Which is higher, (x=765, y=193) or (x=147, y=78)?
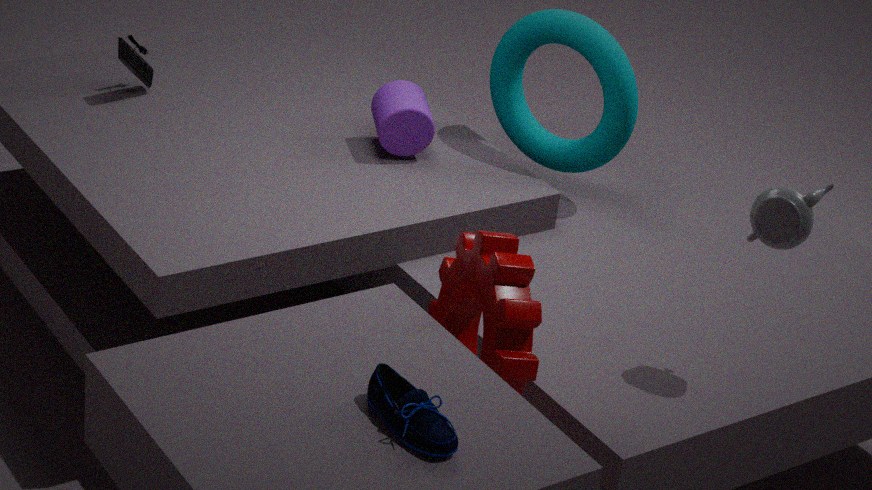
(x=765, y=193)
